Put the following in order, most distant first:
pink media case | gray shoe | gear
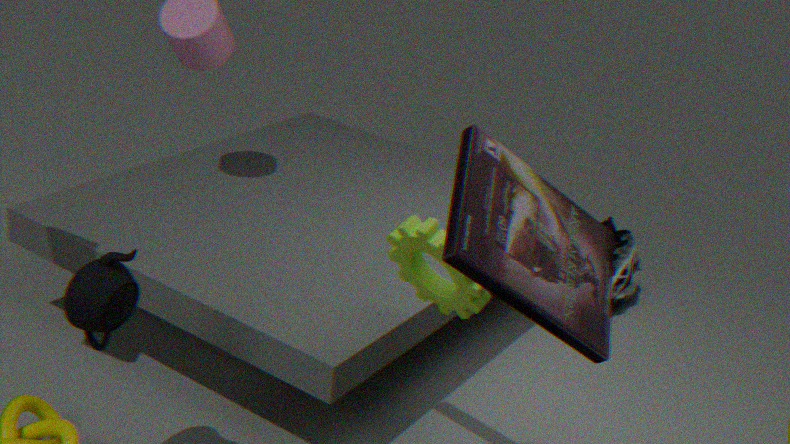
gray shoe, gear, pink media case
